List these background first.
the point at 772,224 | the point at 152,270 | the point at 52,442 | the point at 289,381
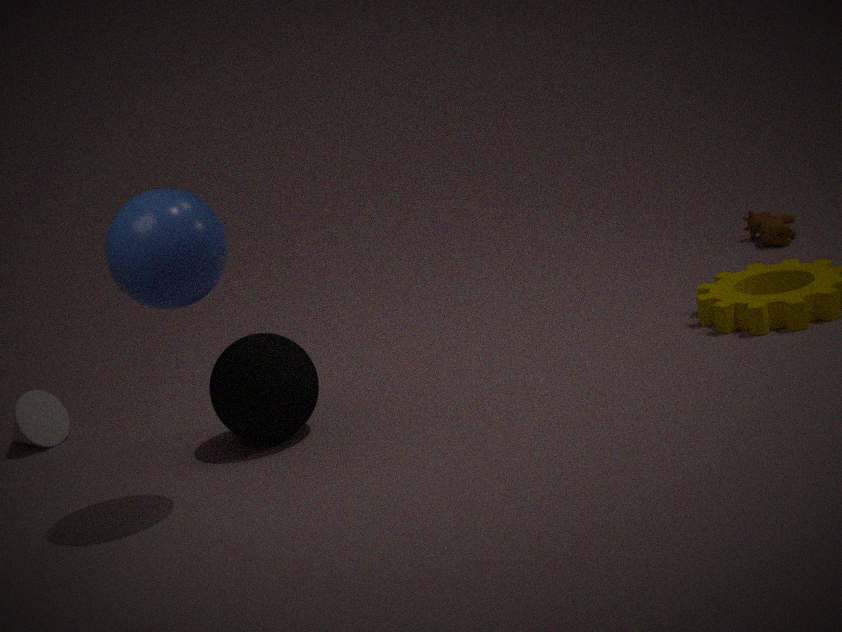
1. the point at 772,224
2. the point at 52,442
3. the point at 289,381
4. the point at 152,270
